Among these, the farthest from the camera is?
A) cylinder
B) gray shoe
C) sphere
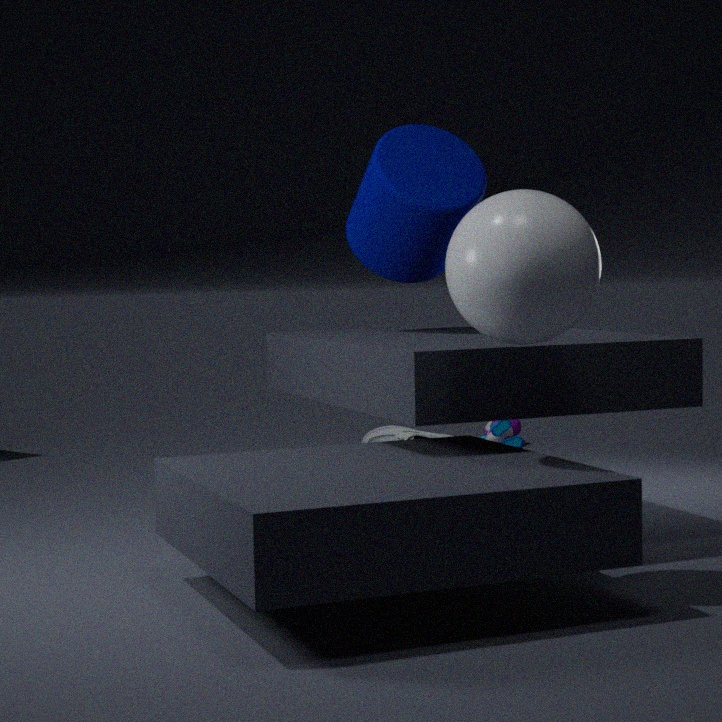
gray shoe
